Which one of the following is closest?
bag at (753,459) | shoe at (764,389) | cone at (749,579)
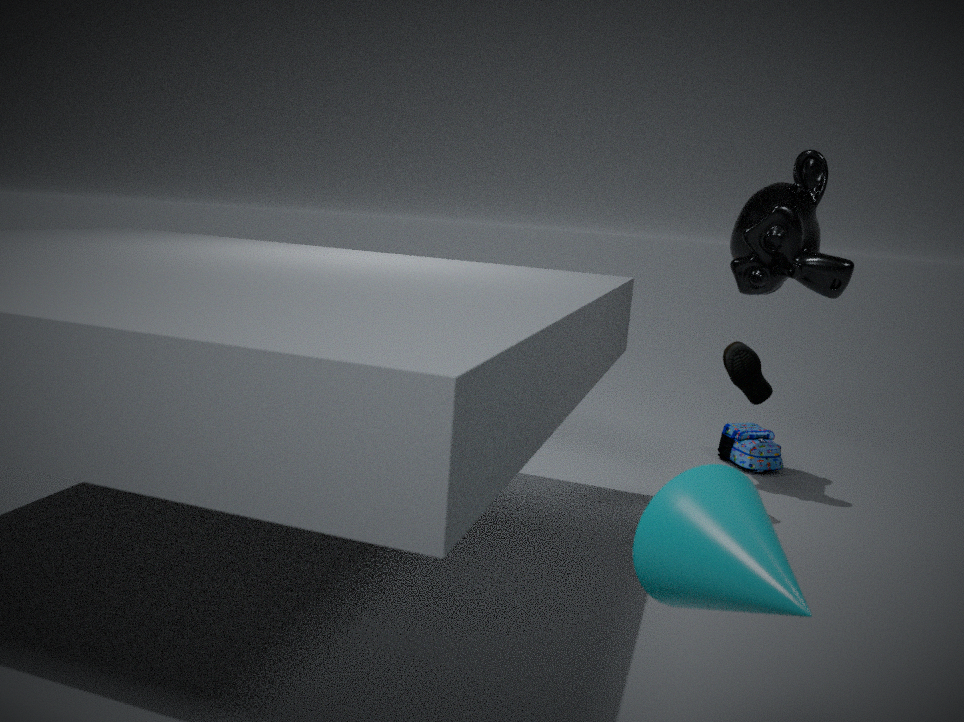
cone at (749,579)
